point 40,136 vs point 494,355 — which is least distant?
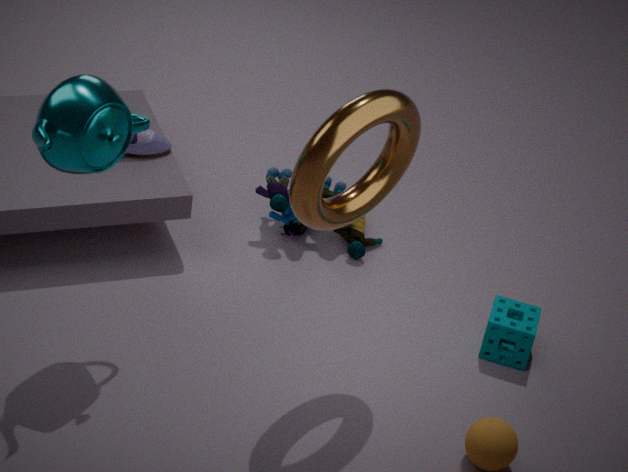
point 40,136
